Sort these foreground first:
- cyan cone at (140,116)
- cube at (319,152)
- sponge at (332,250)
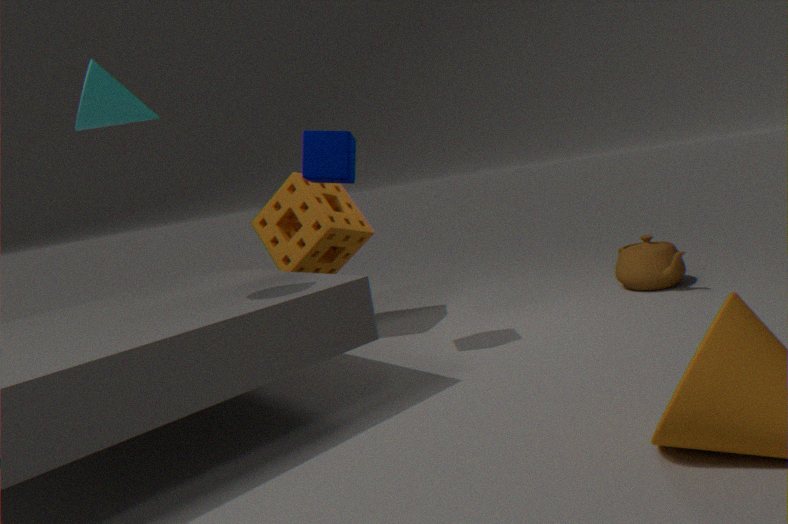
1. cyan cone at (140,116)
2. cube at (319,152)
3. sponge at (332,250)
